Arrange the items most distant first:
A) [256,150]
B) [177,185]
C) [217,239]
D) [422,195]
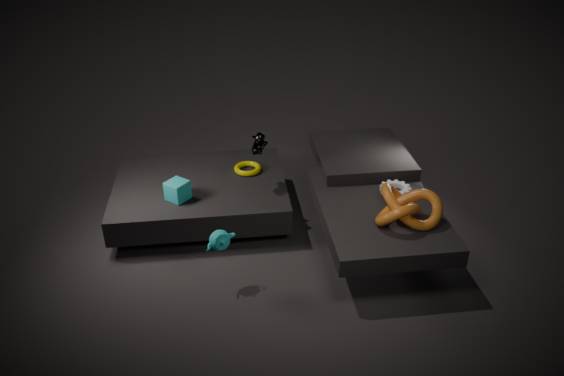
A. [256,150]
B. [177,185]
D. [422,195]
C. [217,239]
